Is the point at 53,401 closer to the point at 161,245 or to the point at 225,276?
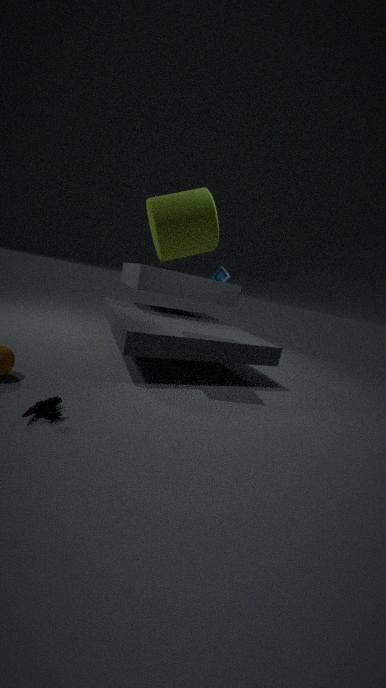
the point at 161,245
